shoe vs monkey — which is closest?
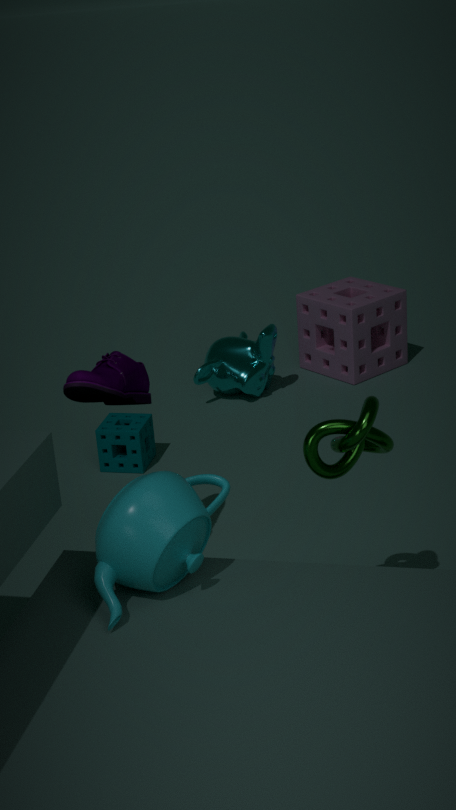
shoe
